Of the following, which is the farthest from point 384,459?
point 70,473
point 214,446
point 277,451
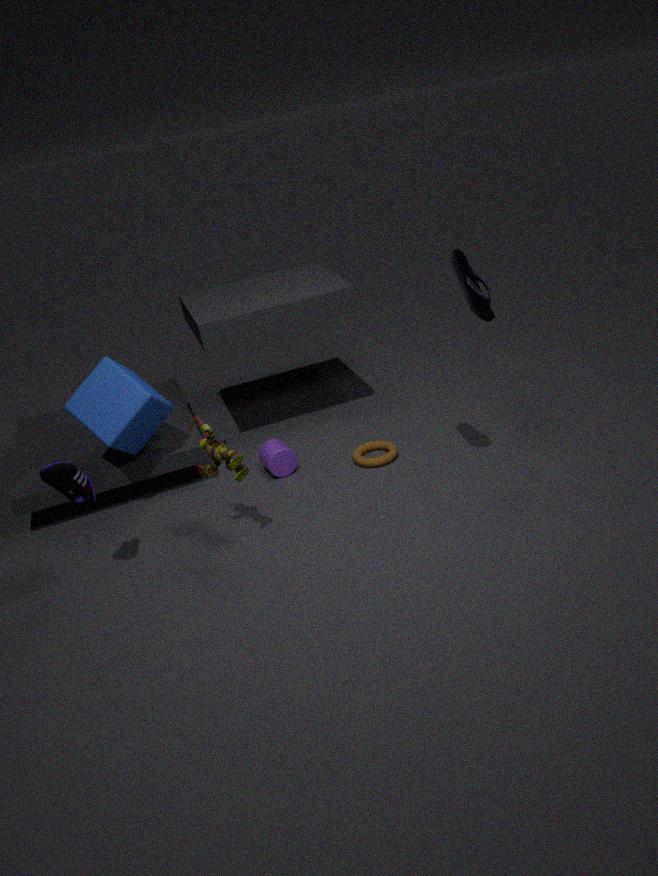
point 70,473
